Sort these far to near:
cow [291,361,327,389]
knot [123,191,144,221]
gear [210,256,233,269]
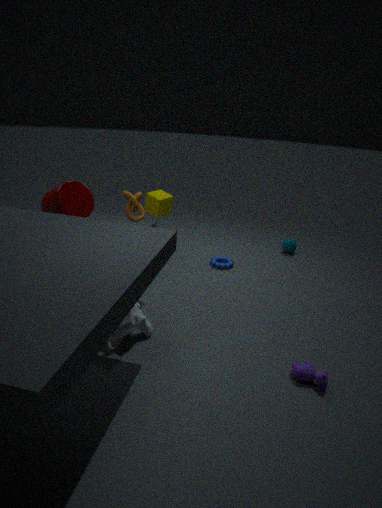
gear [210,256,233,269] < knot [123,191,144,221] < cow [291,361,327,389]
